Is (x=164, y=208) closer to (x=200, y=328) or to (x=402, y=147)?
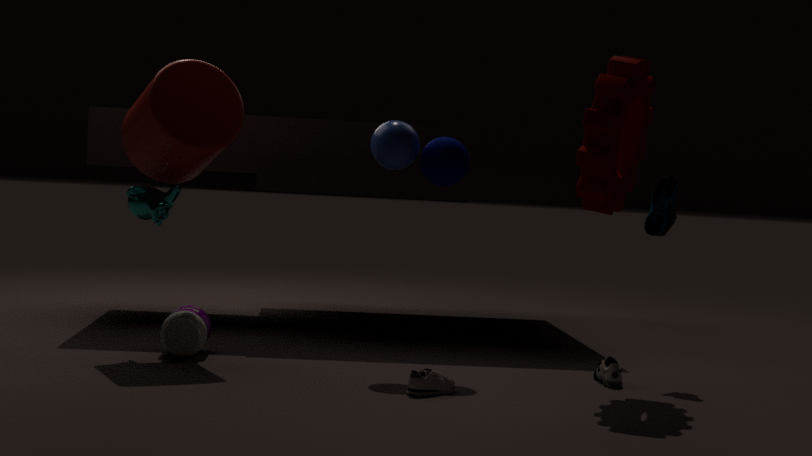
(x=200, y=328)
